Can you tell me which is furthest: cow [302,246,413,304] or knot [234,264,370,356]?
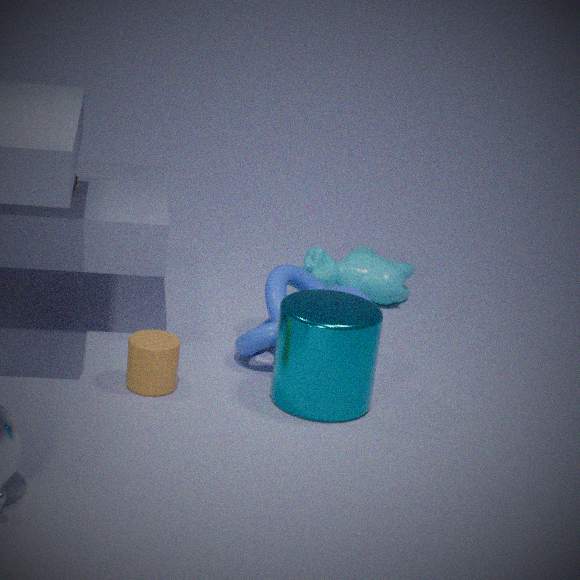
cow [302,246,413,304]
